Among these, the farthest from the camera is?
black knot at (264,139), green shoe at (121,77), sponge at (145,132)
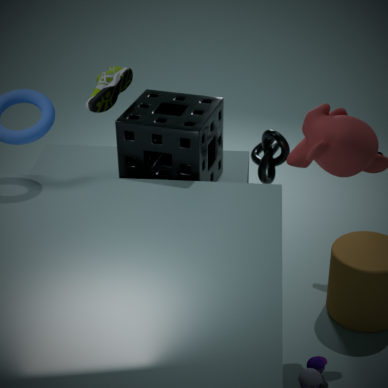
black knot at (264,139)
